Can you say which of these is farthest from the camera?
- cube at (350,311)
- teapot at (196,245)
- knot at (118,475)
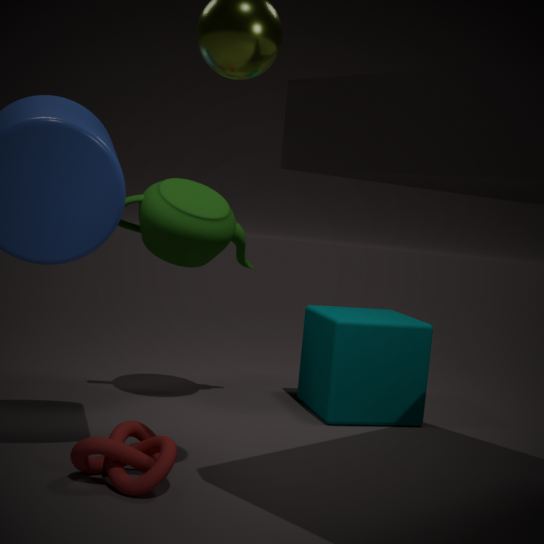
cube at (350,311)
